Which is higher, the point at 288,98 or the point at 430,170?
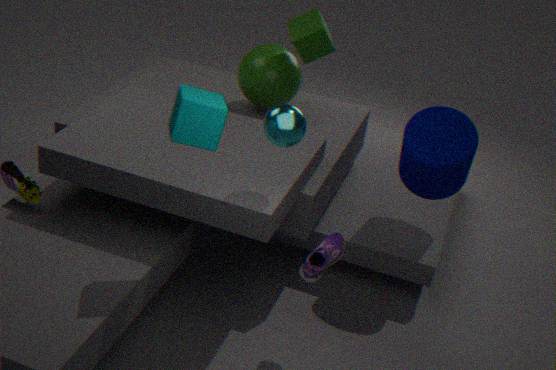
the point at 288,98
